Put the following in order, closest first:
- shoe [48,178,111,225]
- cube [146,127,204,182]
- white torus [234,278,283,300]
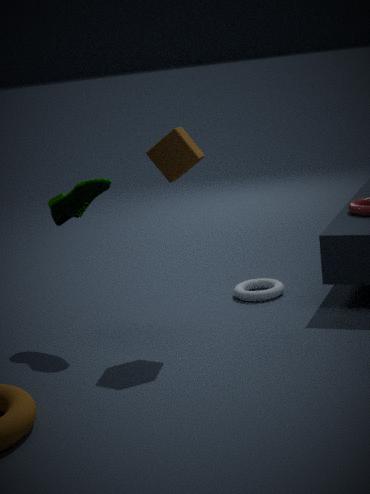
cube [146,127,204,182], shoe [48,178,111,225], white torus [234,278,283,300]
